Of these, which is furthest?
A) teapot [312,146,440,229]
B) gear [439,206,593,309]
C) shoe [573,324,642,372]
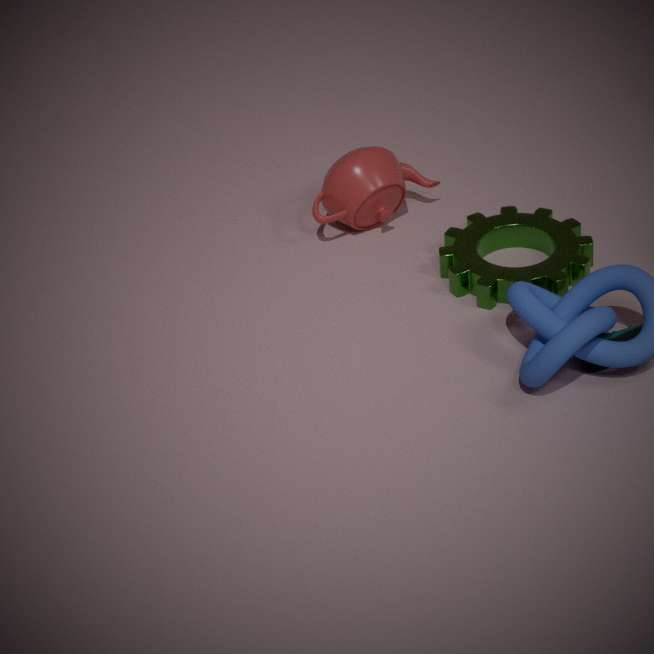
teapot [312,146,440,229]
